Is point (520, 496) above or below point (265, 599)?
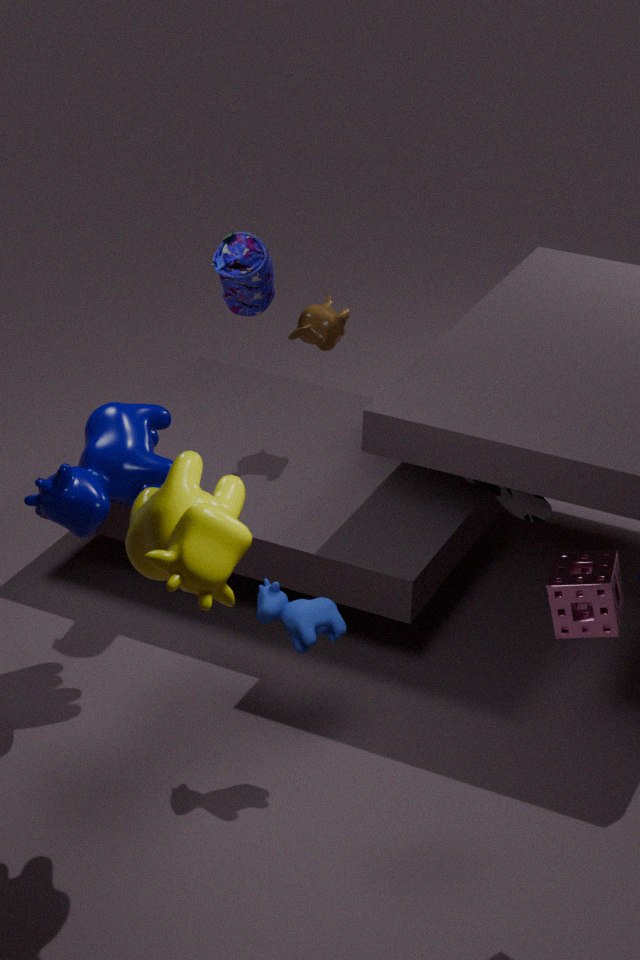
below
